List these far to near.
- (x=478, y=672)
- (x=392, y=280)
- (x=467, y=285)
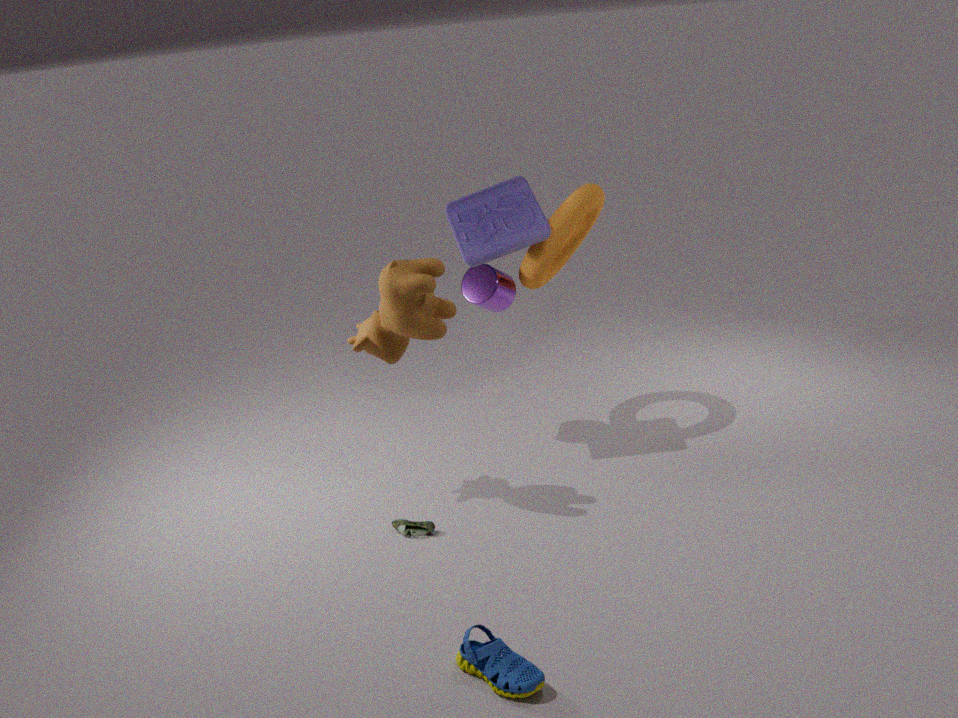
(x=467, y=285) < (x=392, y=280) < (x=478, y=672)
